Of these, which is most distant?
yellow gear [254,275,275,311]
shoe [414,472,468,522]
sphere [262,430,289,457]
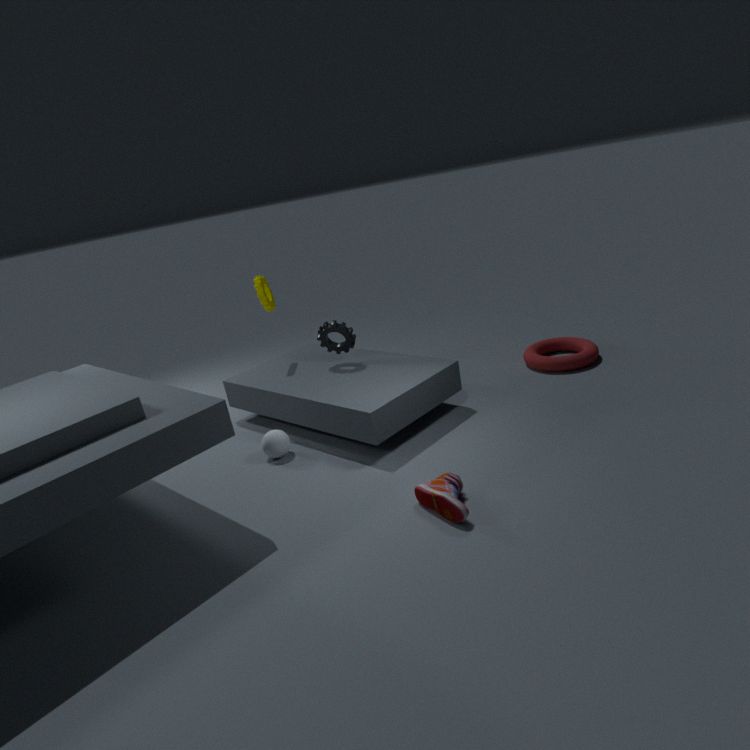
yellow gear [254,275,275,311]
